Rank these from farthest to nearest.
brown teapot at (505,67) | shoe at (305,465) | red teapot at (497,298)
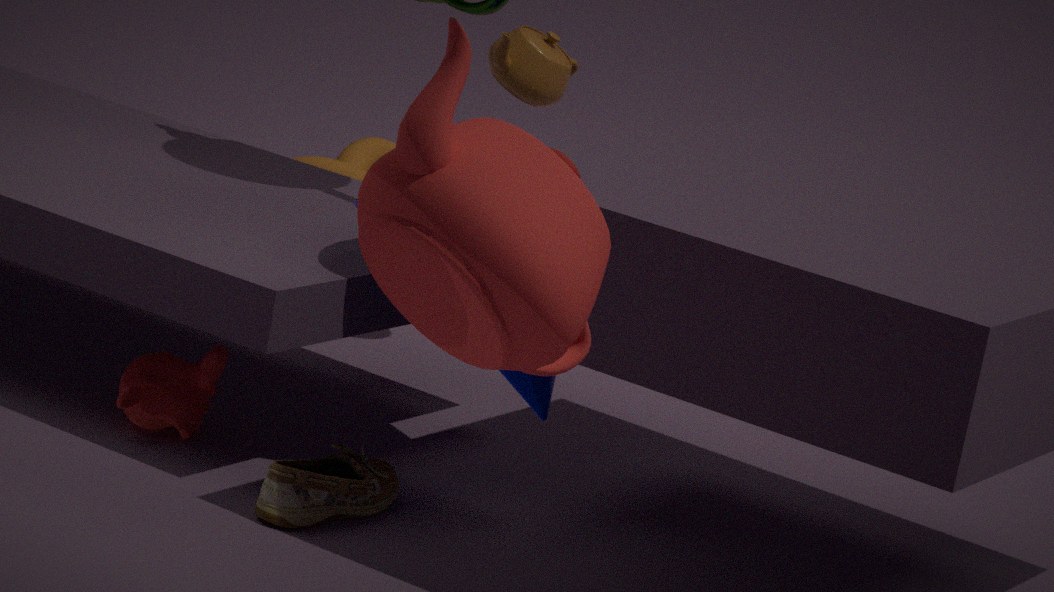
1. brown teapot at (505,67)
2. shoe at (305,465)
3. red teapot at (497,298)
